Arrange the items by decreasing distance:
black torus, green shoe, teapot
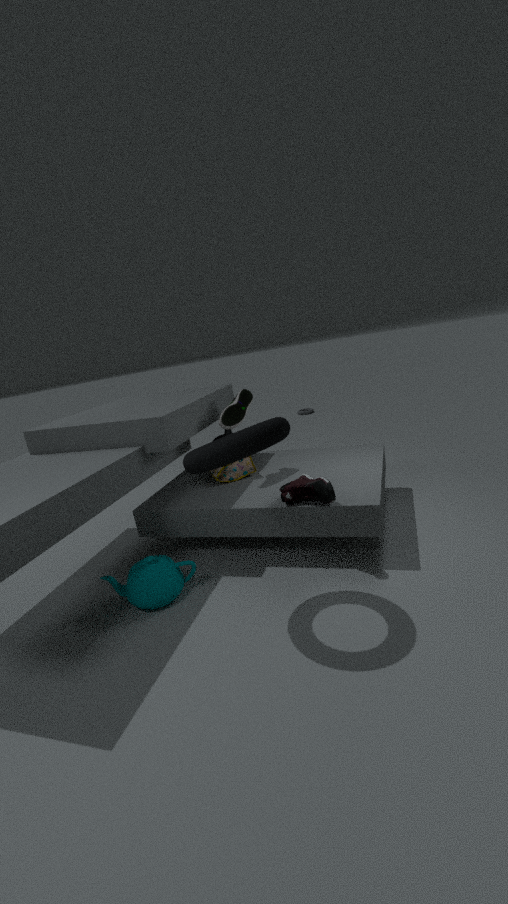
green shoe → teapot → black torus
